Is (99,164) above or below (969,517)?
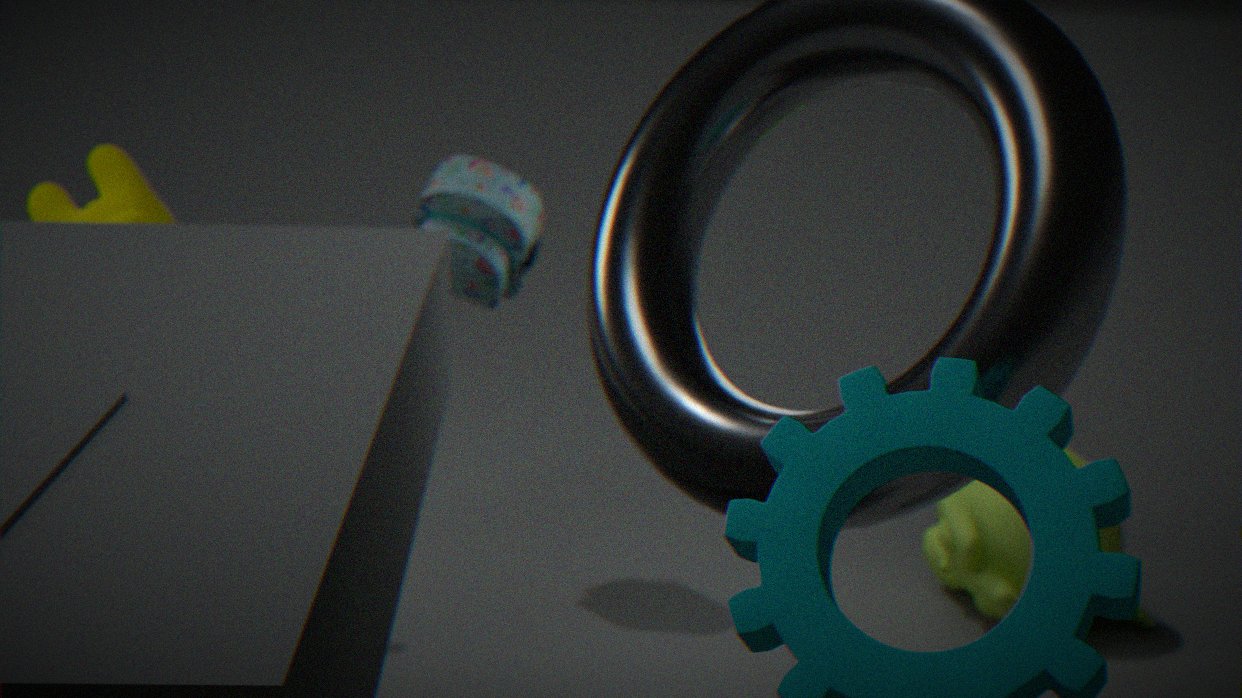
above
